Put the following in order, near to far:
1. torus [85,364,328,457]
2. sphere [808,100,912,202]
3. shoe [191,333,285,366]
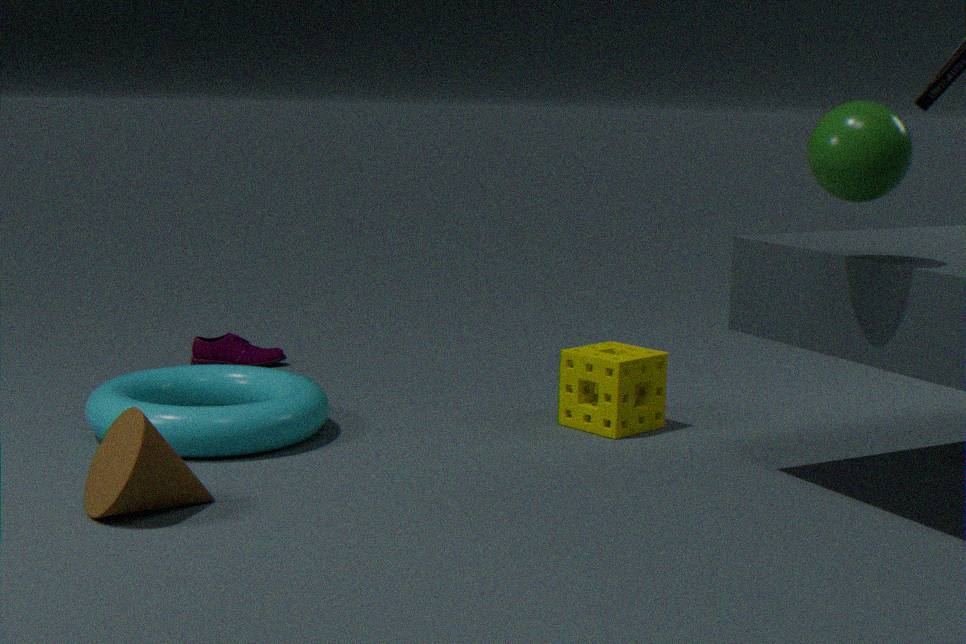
sphere [808,100,912,202] → torus [85,364,328,457] → shoe [191,333,285,366]
